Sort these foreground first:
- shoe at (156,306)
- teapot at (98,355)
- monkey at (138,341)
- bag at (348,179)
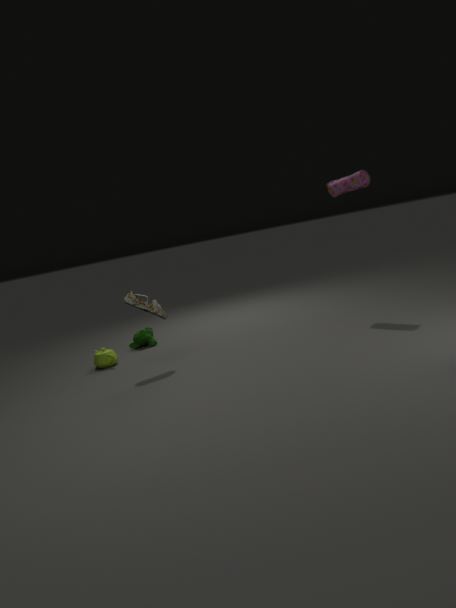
shoe at (156,306) → bag at (348,179) → teapot at (98,355) → monkey at (138,341)
